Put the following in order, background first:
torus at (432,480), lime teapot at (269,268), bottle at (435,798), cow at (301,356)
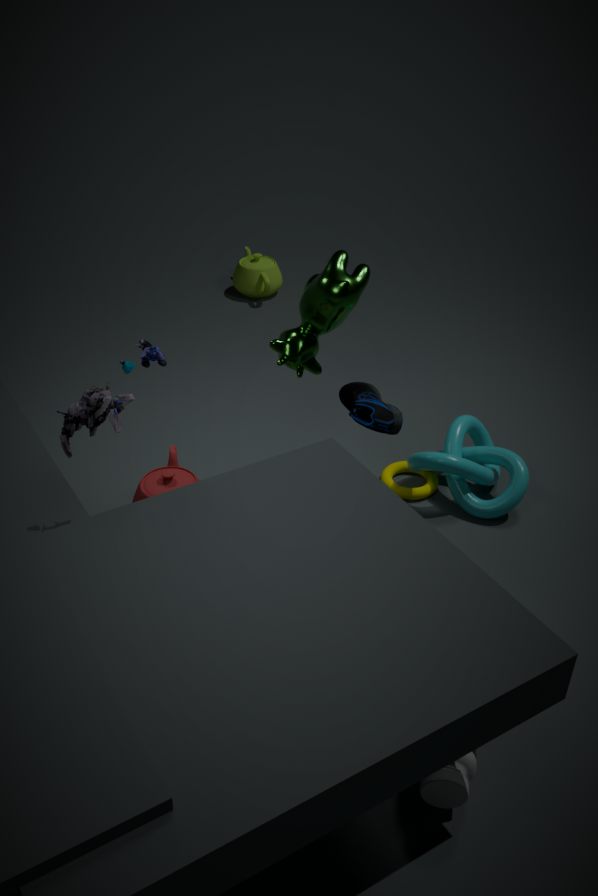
lime teapot at (269,268) → torus at (432,480) → cow at (301,356) → bottle at (435,798)
